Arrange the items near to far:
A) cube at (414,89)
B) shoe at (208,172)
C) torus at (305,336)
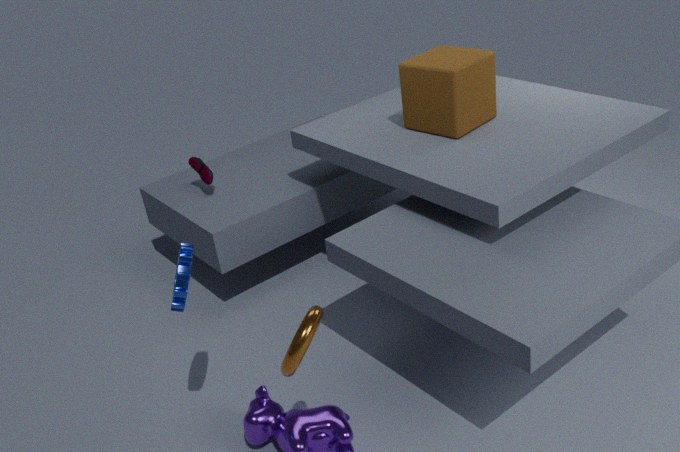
1. torus at (305,336)
2. cube at (414,89)
3. shoe at (208,172)
